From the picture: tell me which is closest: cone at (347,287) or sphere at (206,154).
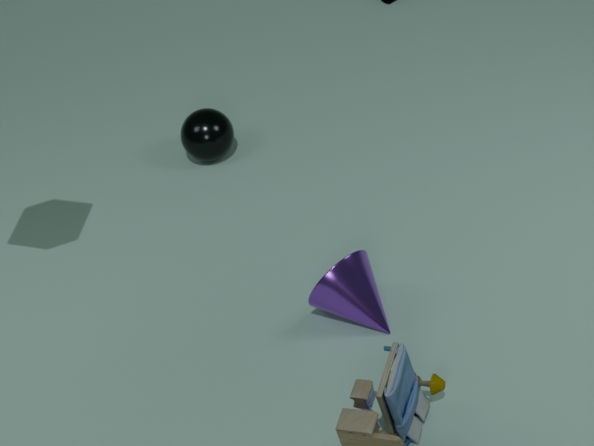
cone at (347,287)
